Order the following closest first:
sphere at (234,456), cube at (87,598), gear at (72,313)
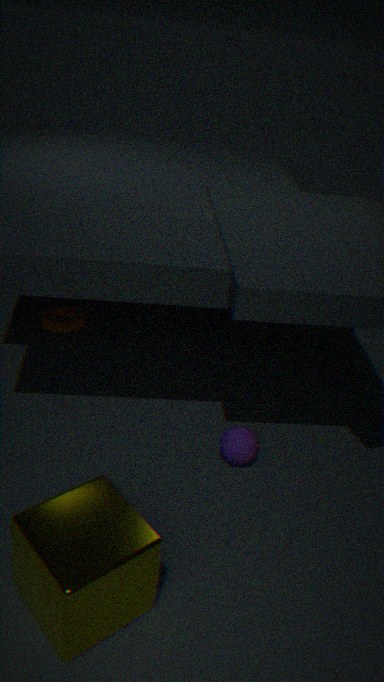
cube at (87,598) → sphere at (234,456) → gear at (72,313)
